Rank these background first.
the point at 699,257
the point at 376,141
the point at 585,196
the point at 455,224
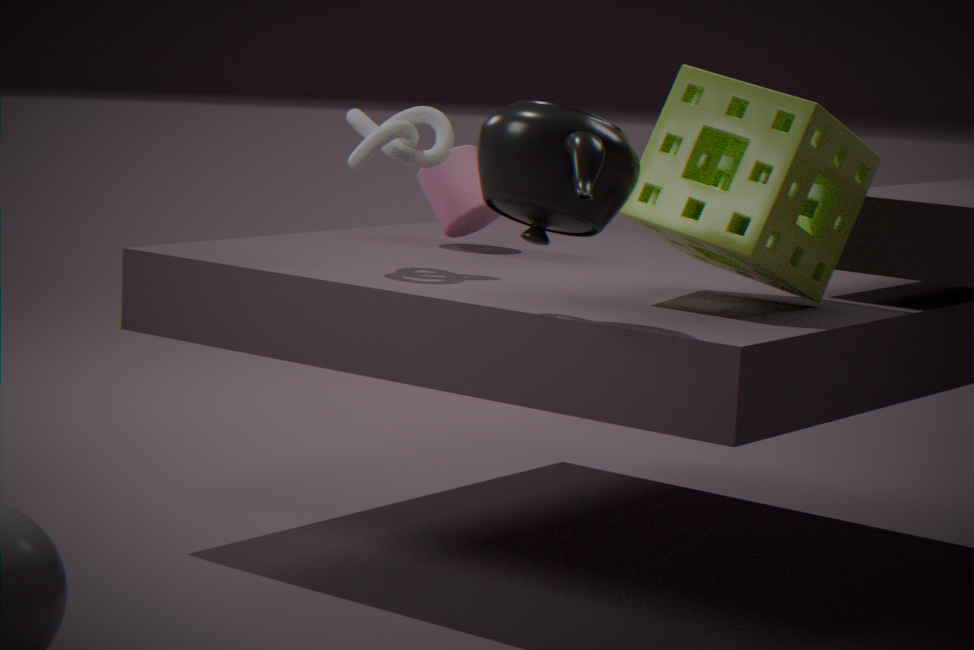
the point at 455,224
the point at 699,257
the point at 376,141
the point at 585,196
